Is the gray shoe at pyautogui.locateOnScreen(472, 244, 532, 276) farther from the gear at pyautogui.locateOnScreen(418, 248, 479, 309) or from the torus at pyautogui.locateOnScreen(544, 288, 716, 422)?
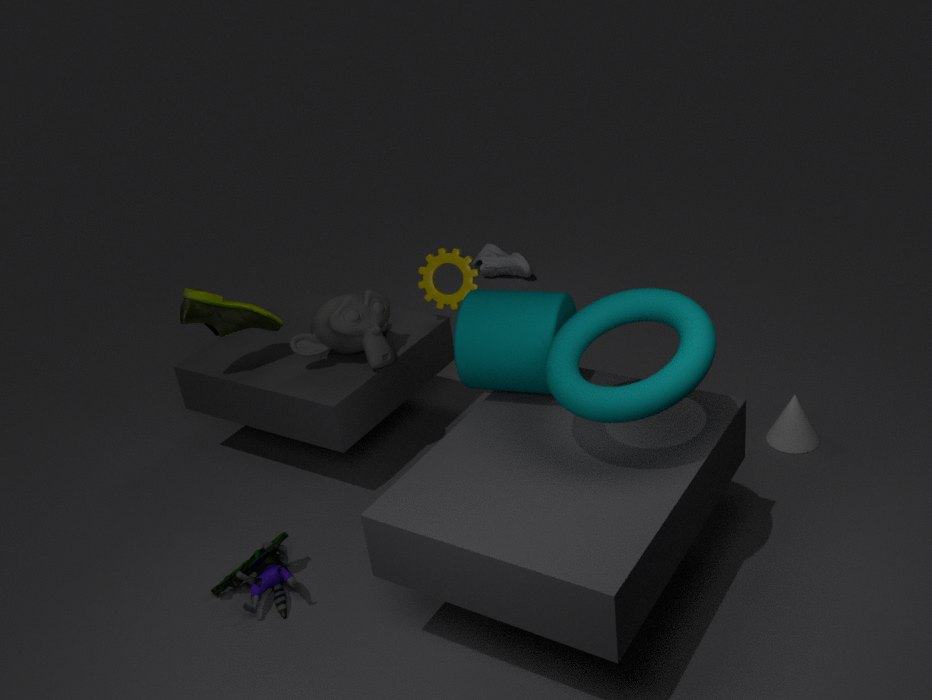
the torus at pyautogui.locateOnScreen(544, 288, 716, 422)
